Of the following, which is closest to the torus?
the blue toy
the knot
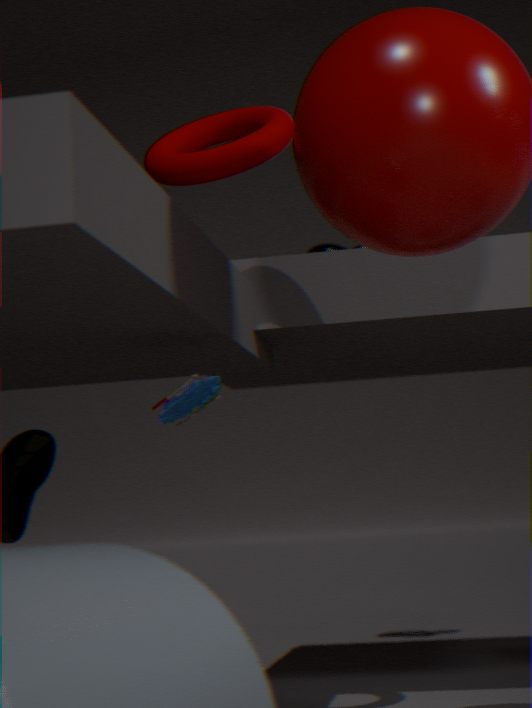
the blue toy
